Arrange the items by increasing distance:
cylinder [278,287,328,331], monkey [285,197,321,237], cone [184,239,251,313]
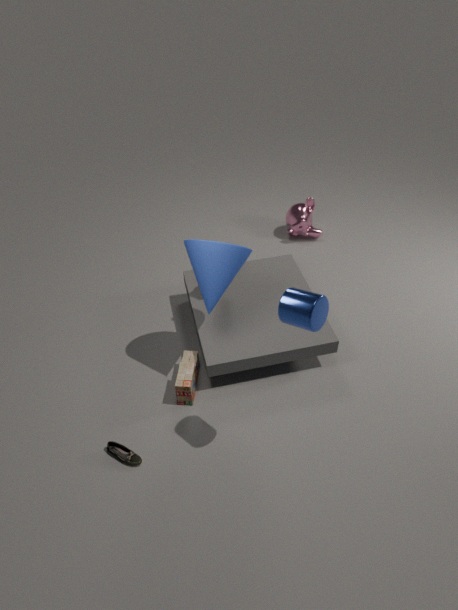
cylinder [278,287,328,331]
cone [184,239,251,313]
monkey [285,197,321,237]
